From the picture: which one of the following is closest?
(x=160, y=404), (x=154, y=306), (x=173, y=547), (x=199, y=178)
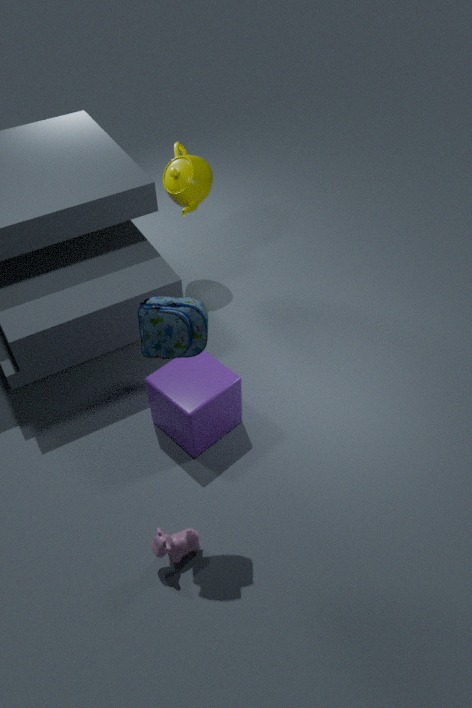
(x=154, y=306)
